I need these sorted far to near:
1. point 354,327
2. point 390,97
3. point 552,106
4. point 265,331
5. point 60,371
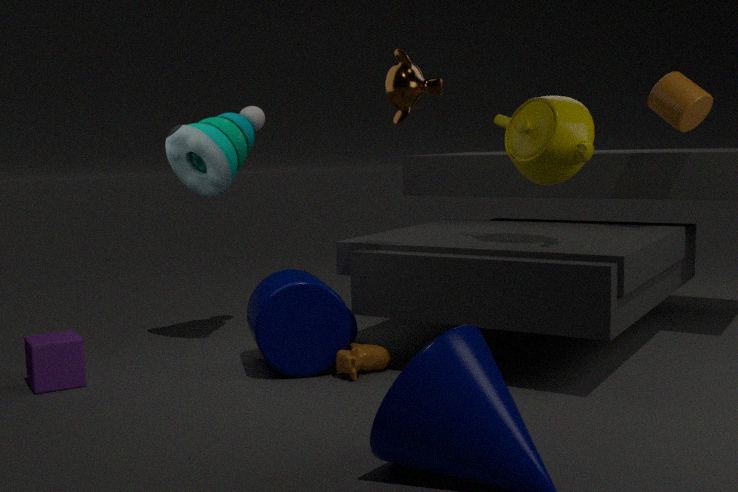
point 354,327
point 265,331
point 60,371
point 552,106
point 390,97
